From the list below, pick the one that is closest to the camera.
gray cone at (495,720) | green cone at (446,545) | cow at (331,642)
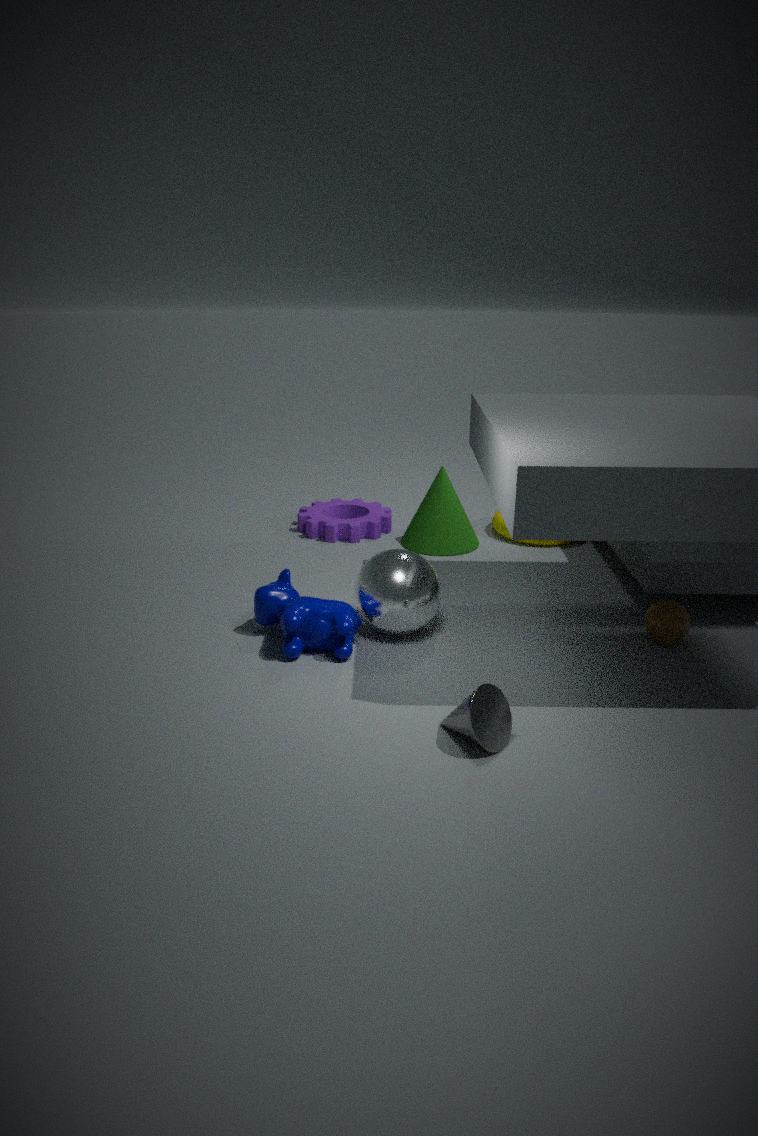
gray cone at (495,720)
